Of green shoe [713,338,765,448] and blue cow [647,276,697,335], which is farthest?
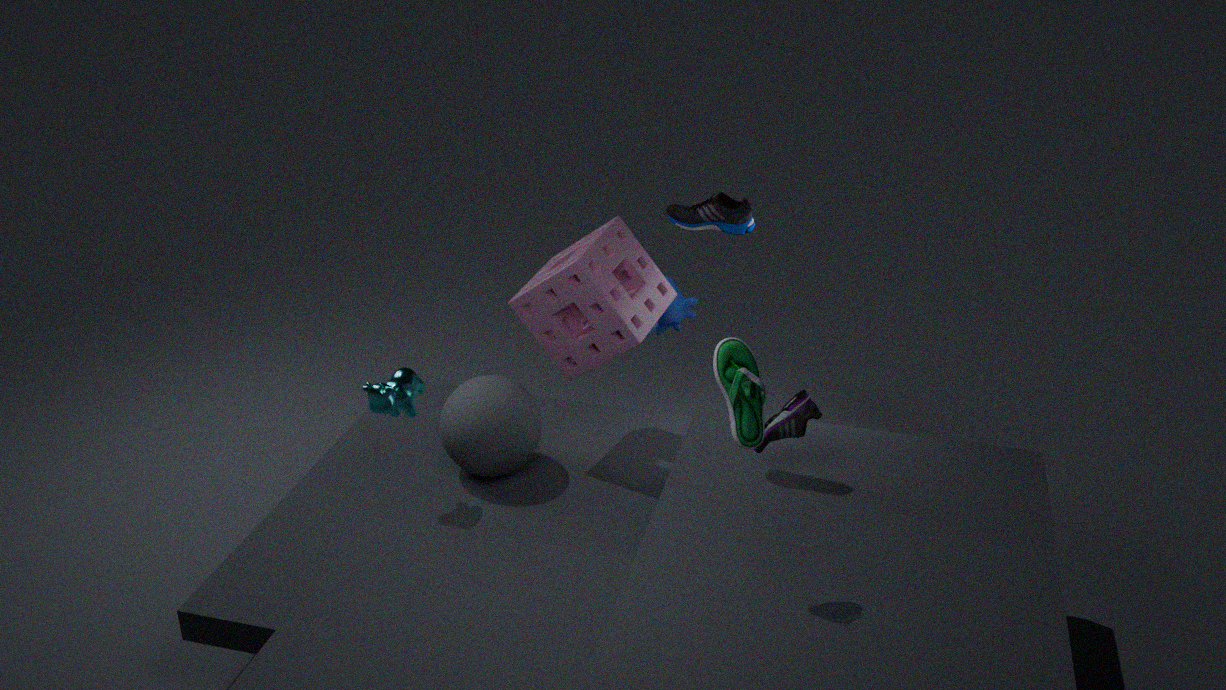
blue cow [647,276,697,335]
